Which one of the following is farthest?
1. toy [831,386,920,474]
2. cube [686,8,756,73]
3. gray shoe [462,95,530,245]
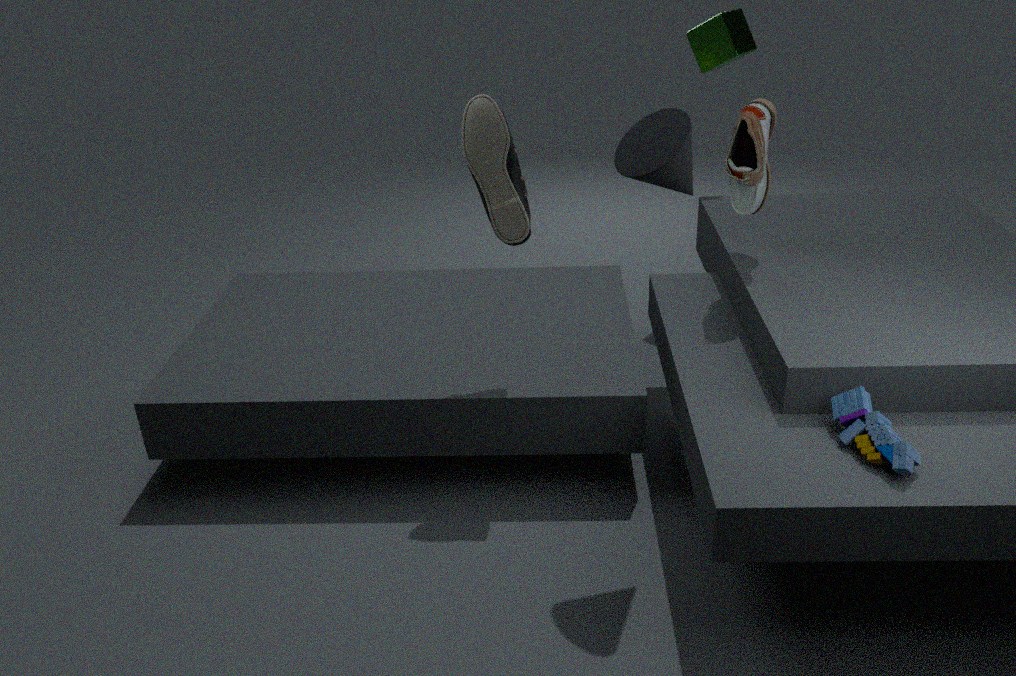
cube [686,8,756,73]
